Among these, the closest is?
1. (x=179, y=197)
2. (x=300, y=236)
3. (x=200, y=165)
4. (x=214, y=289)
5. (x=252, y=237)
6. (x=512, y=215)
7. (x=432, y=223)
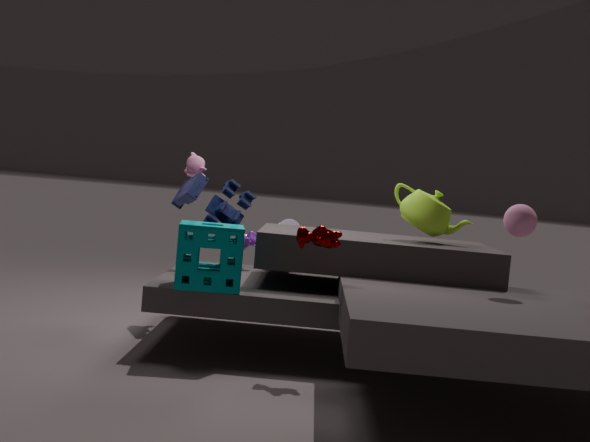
(x=300, y=236)
